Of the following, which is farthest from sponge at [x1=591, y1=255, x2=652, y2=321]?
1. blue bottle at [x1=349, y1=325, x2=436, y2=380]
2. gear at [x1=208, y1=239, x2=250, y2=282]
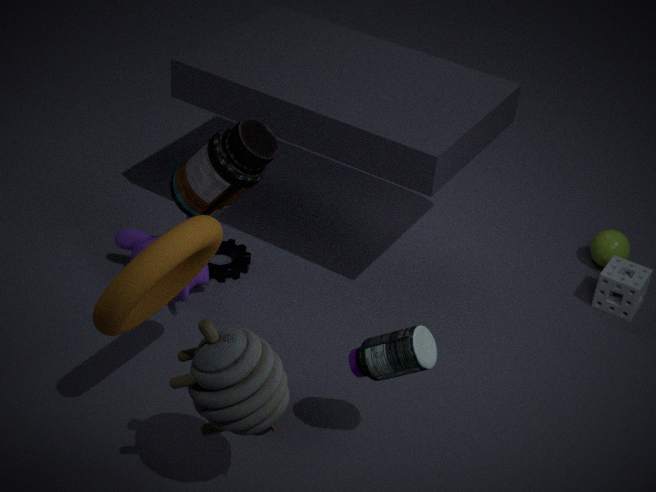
gear at [x1=208, y1=239, x2=250, y2=282]
